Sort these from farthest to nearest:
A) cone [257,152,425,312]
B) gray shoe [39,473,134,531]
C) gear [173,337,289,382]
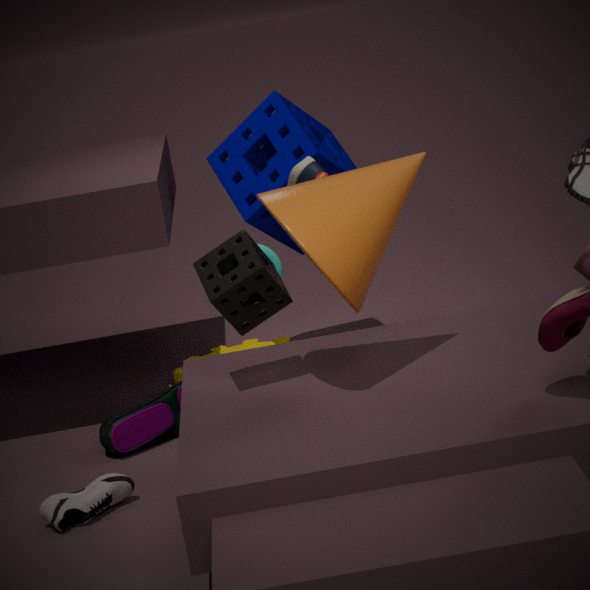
gear [173,337,289,382]
gray shoe [39,473,134,531]
cone [257,152,425,312]
